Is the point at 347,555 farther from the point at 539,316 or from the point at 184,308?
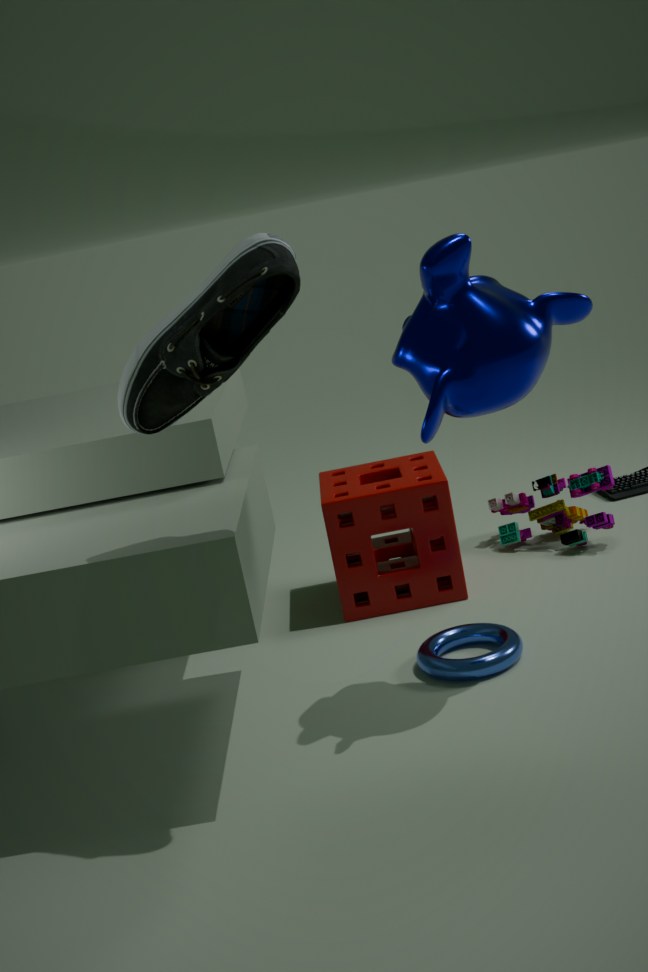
the point at 184,308
